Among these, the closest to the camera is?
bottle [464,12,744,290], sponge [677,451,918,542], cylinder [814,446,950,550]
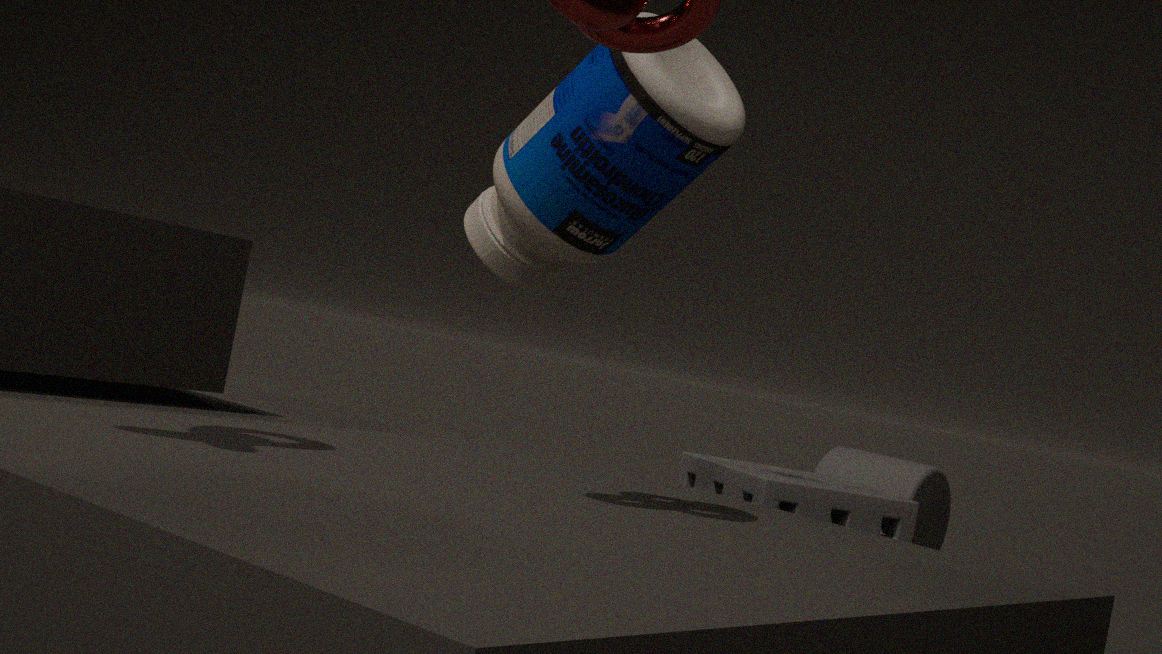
bottle [464,12,744,290]
